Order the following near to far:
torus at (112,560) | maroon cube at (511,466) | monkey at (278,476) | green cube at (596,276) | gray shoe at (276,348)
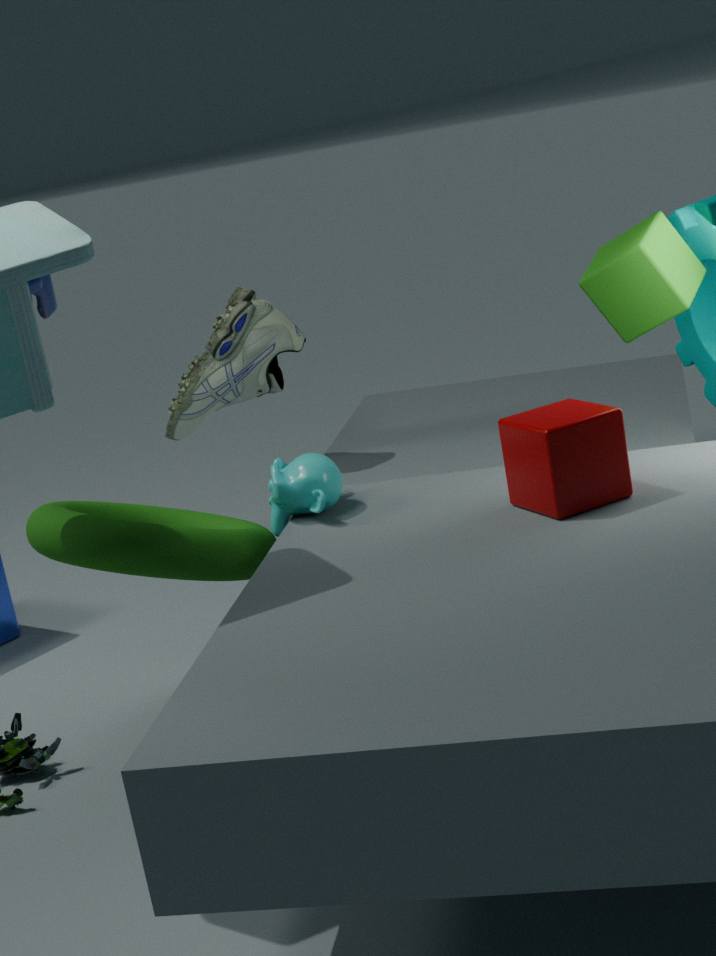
1. maroon cube at (511,466)
2. torus at (112,560)
3. monkey at (278,476)
4. green cube at (596,276)
5. gray shoe at (276,348)
